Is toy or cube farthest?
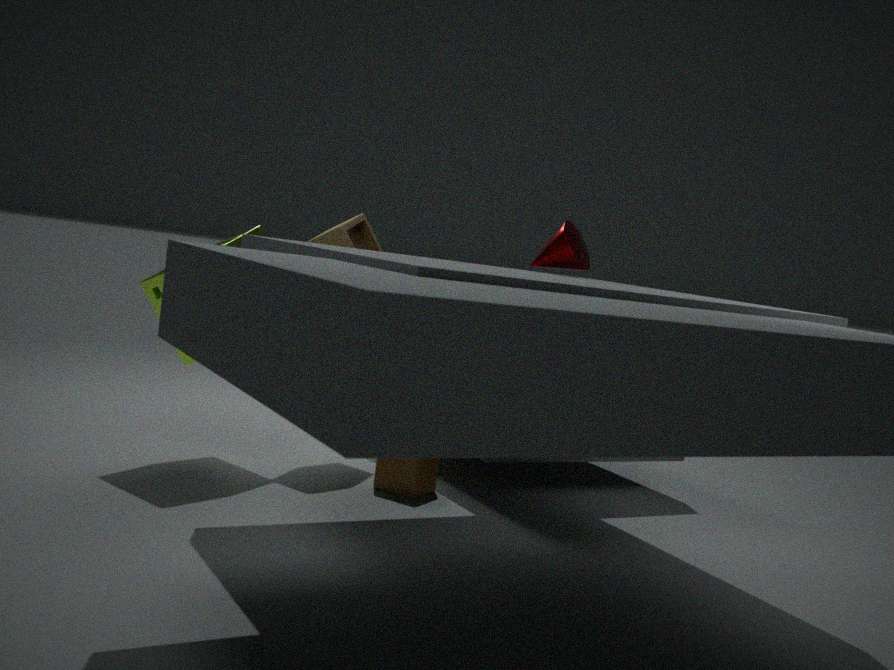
toy
